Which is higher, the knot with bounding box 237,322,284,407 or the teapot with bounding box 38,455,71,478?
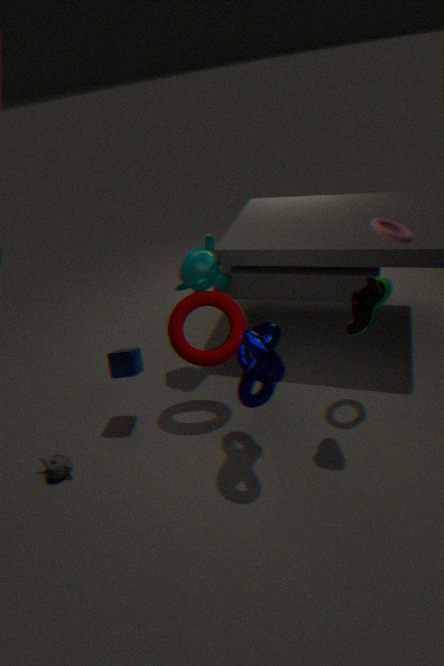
the knot with bounding box 237,322,284,407
